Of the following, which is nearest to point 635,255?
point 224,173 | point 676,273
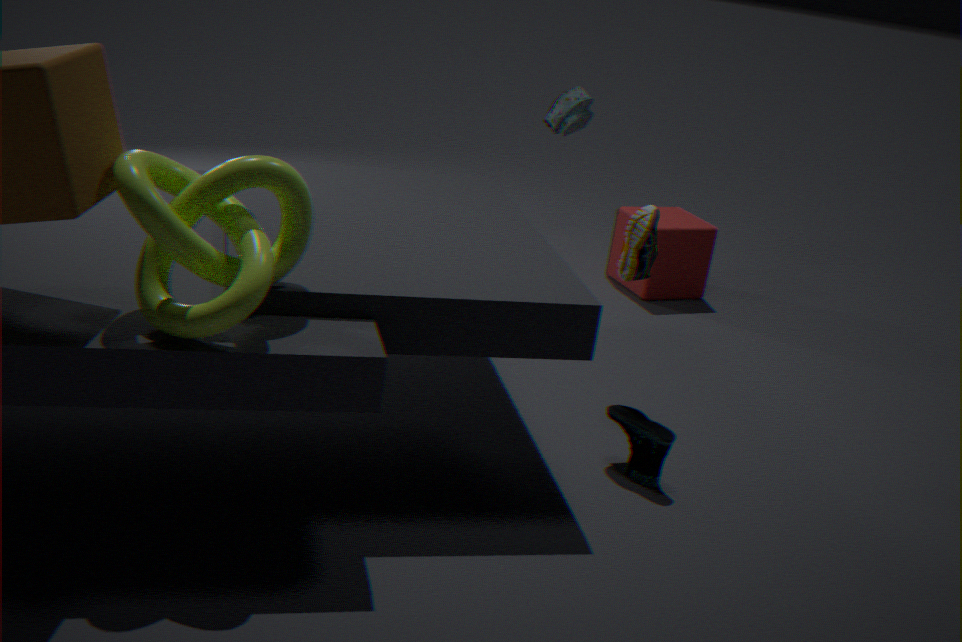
point 224,173
